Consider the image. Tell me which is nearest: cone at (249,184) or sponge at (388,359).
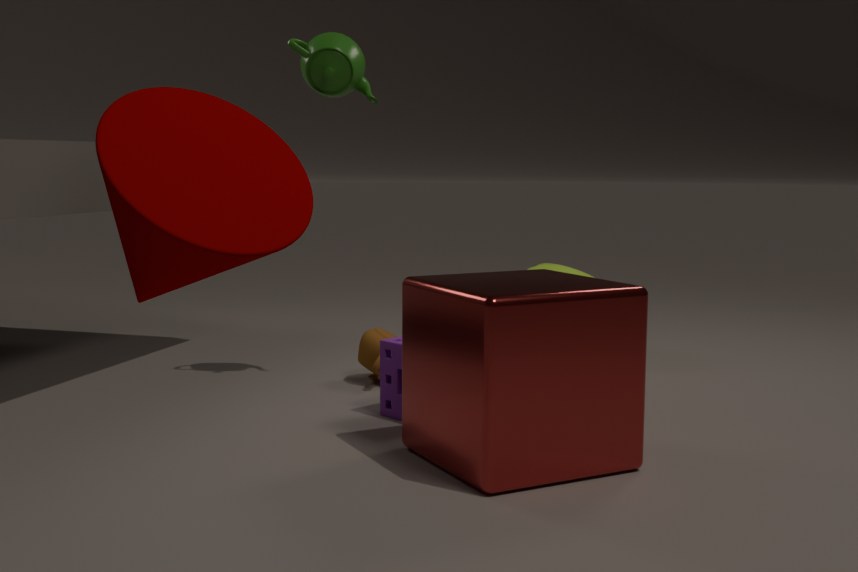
cone at (249,184)
